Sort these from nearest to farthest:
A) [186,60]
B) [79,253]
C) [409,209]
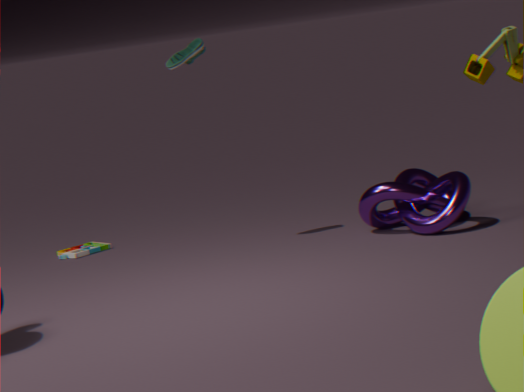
1. [409,209]
2. [186,60]
3. [79,253]
